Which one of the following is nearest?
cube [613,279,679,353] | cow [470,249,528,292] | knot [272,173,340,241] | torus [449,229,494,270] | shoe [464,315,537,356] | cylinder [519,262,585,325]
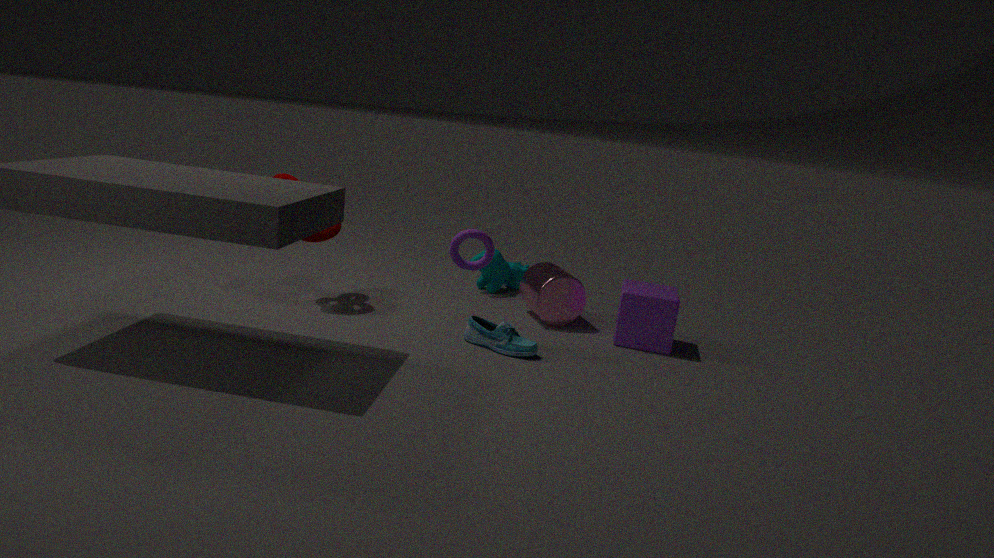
shoe [464,315,537,356]
